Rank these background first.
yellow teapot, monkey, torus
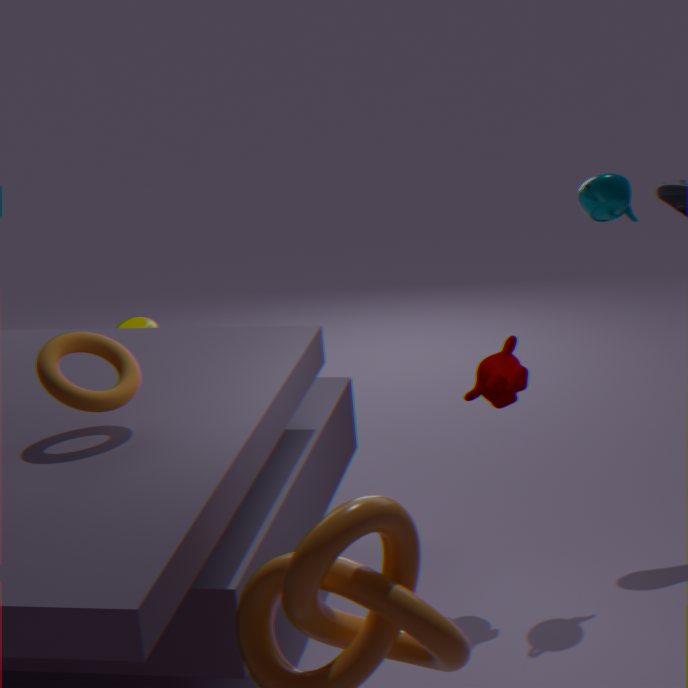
1. yellow teapot
2. monkey
3. torus
